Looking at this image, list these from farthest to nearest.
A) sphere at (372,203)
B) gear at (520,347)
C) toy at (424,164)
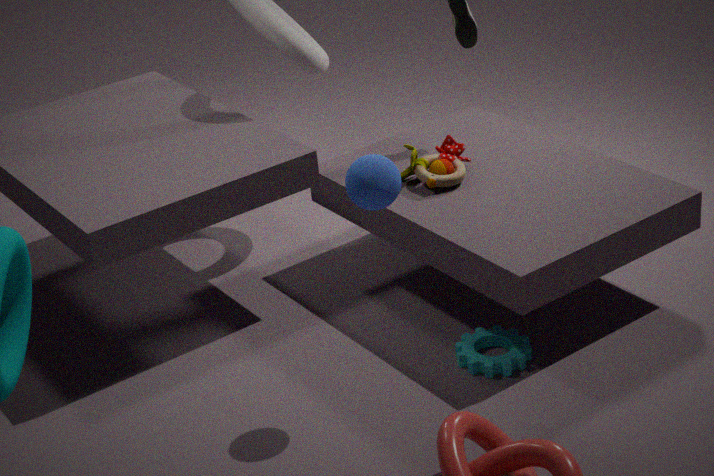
toy at (424,164), gear at (520,347), sphere at (372,203)
